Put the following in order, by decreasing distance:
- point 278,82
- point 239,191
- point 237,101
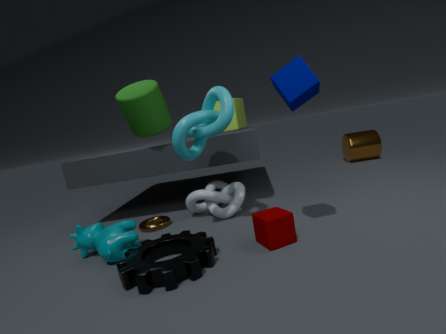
point 237,101 < point 239,191 < point 278,82
